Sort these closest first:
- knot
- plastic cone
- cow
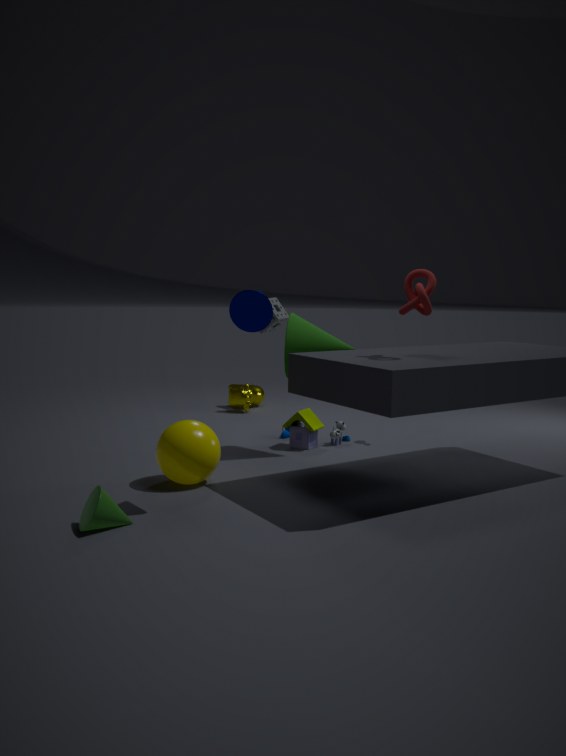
plastic cone → knot → cow
